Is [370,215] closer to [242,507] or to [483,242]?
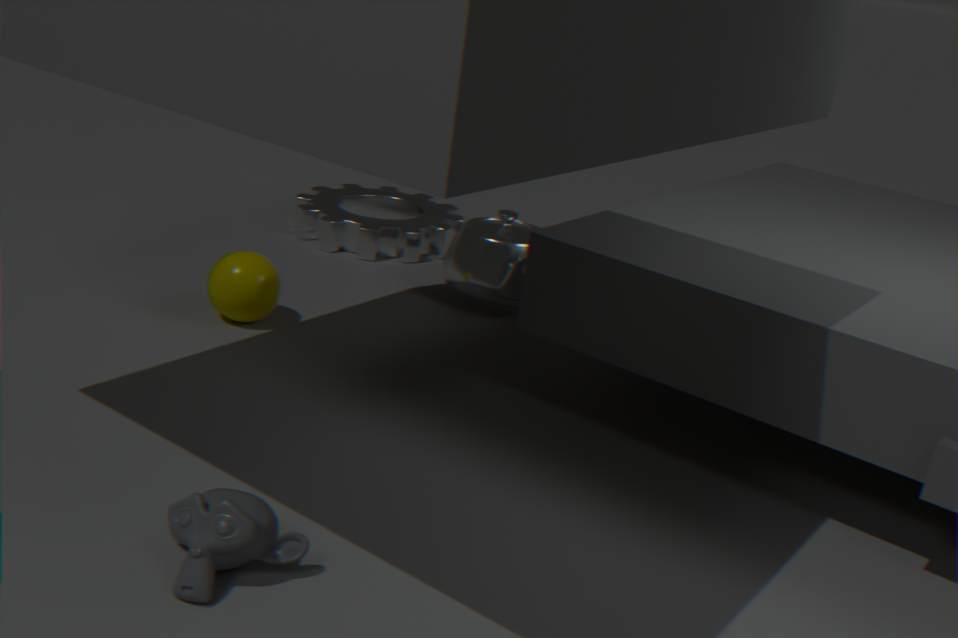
[483,242]
